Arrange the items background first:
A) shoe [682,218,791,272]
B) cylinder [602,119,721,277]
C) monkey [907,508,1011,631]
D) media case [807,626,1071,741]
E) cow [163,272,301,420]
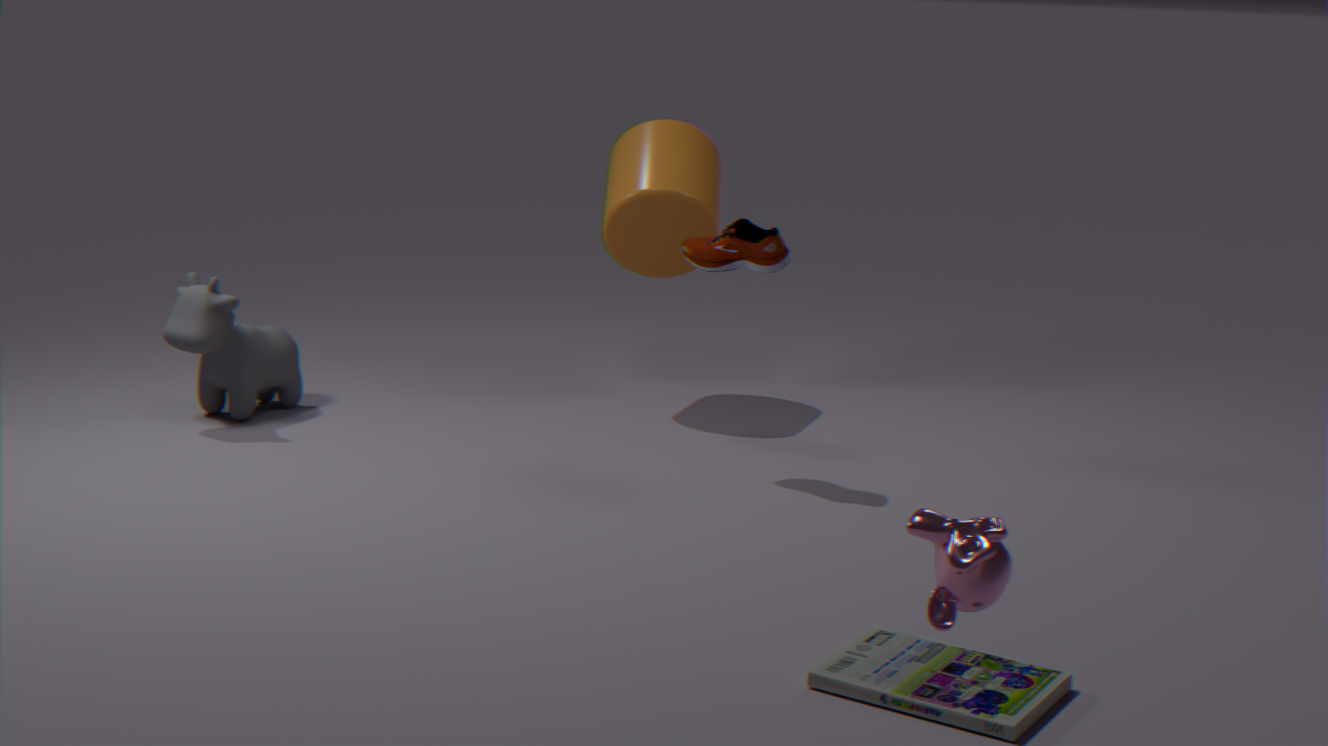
1. cylinder [602,119,721,277]
2. cow [163,272,301,420]
3. shoe [682,218,791,272]
4. media case [807,626,1071,741]
5. monkey [907,508,1011,631]
